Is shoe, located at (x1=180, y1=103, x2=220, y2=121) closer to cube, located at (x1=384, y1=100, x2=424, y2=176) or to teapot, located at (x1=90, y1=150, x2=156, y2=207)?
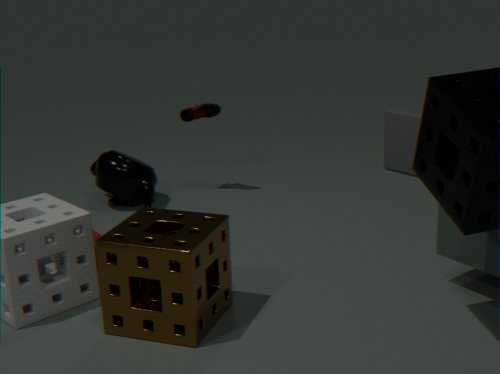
teapot, located at (x1=90, y1=150, x2=156, y2=207)
